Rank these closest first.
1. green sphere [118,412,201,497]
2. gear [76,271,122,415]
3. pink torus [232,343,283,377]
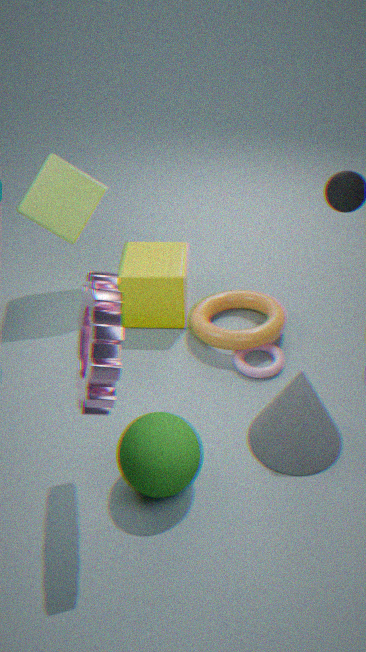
1. gear [76,271,122,415]
2. green sphere [118,412,201,497]
3. pink torus [232,343,283,377]
